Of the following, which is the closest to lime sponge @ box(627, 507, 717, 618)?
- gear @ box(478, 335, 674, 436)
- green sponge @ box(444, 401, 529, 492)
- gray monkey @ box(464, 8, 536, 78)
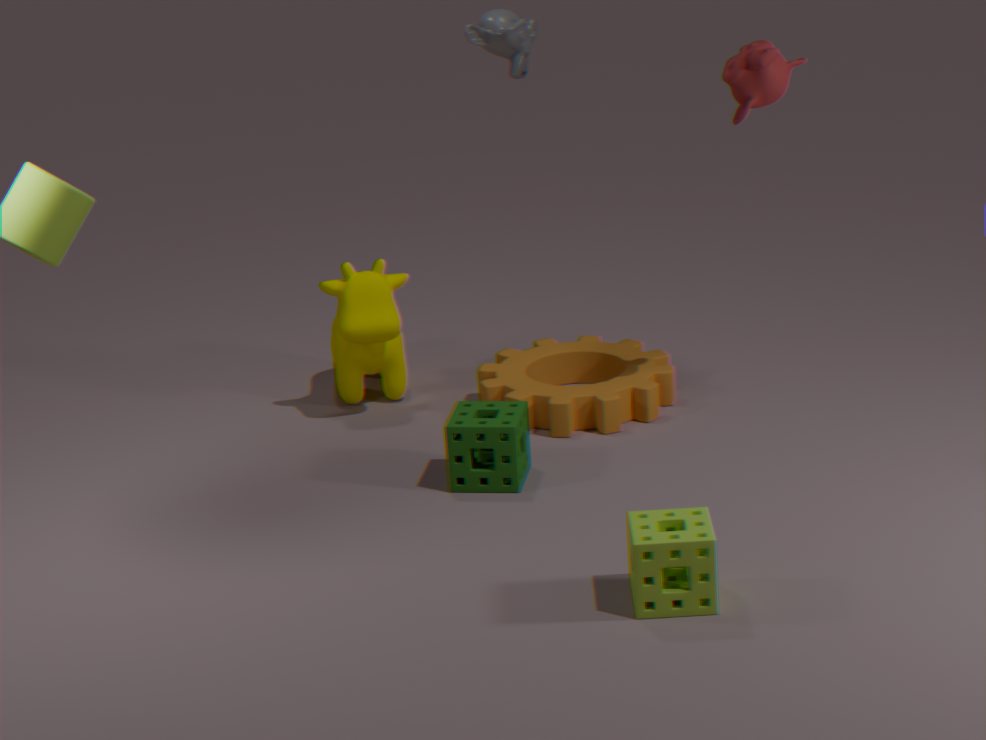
green sponge @ box(444, 401, 529, 492)
